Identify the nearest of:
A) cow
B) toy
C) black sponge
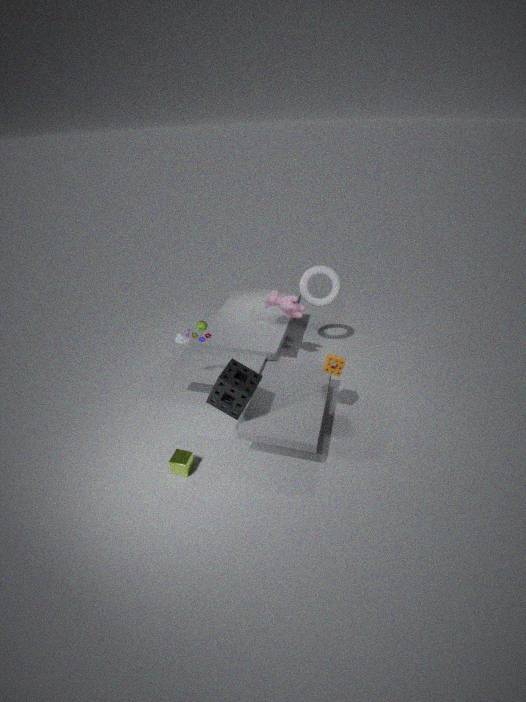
C. black sponge
